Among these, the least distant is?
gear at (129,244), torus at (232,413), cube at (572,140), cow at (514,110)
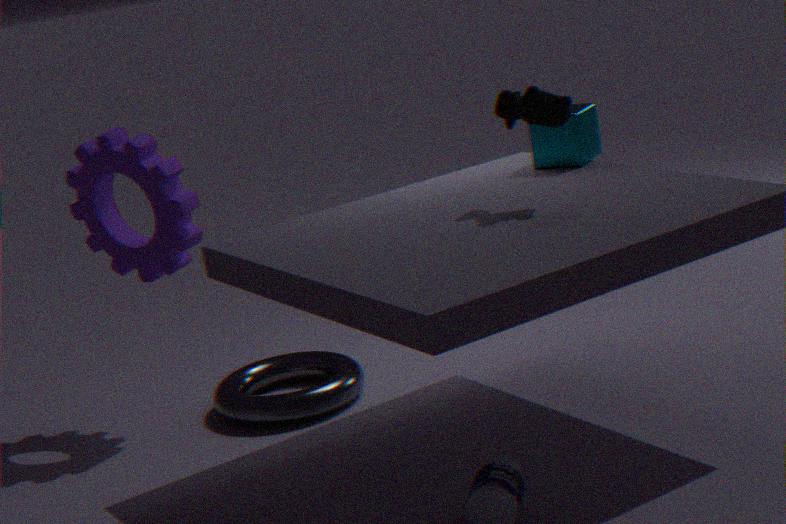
cow at (514,110)
